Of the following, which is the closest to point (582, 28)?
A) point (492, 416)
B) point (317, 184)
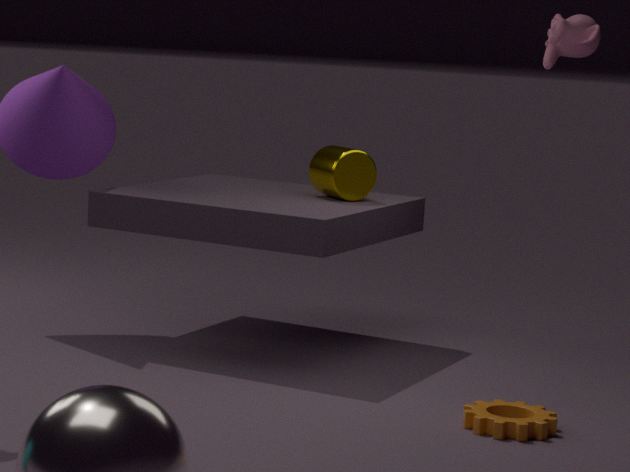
point (317, 184)
